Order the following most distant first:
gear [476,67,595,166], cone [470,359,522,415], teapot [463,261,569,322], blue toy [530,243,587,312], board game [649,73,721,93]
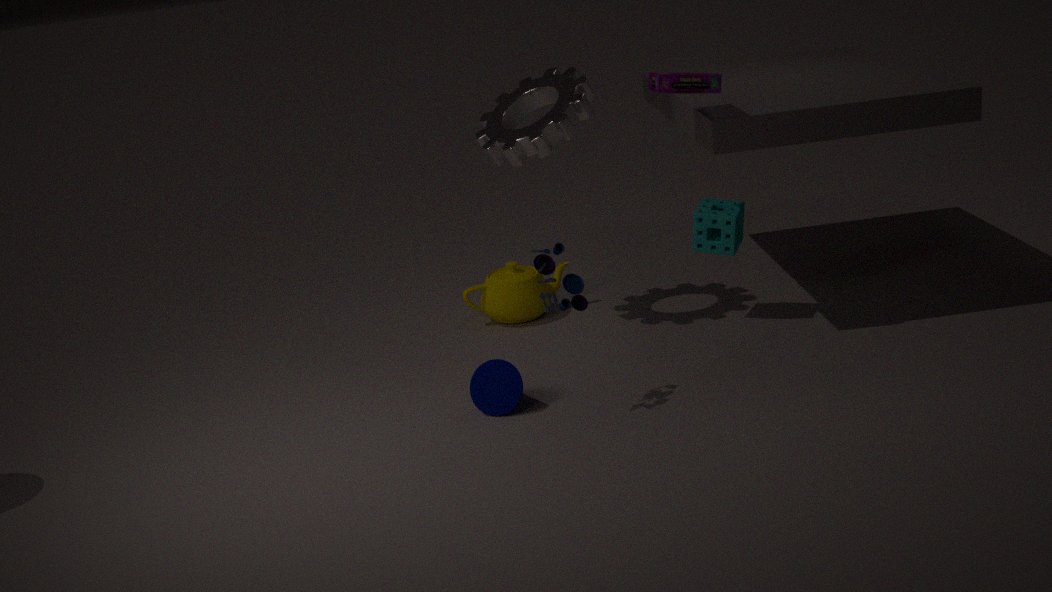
teapot [463,261,569,322]
gear [476,67,595,166]
board game [649,73,721,93]
cone [470,359,522,415]
blue toy [530,243,587,312]
